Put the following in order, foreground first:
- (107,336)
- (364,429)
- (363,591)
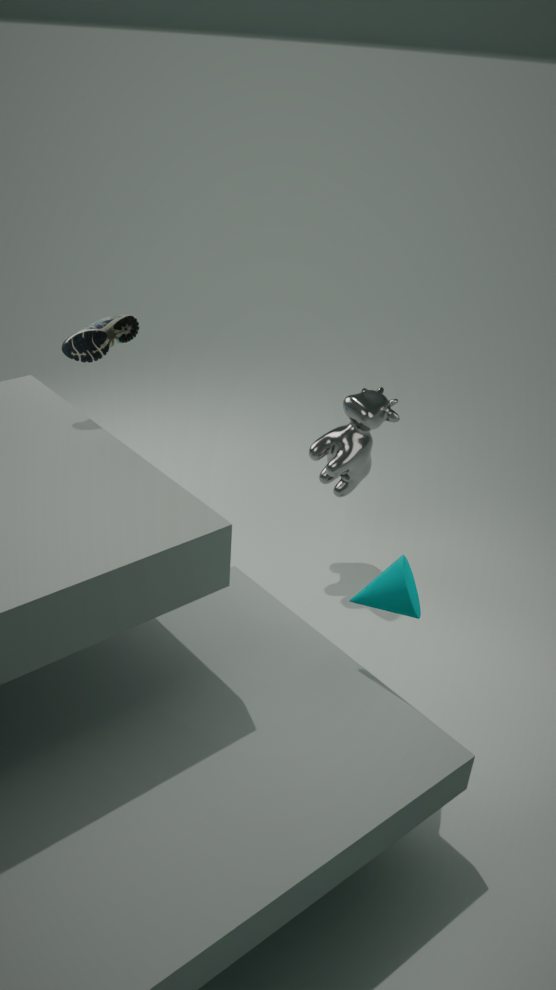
(363,591) < (107,336) < (364,429)
